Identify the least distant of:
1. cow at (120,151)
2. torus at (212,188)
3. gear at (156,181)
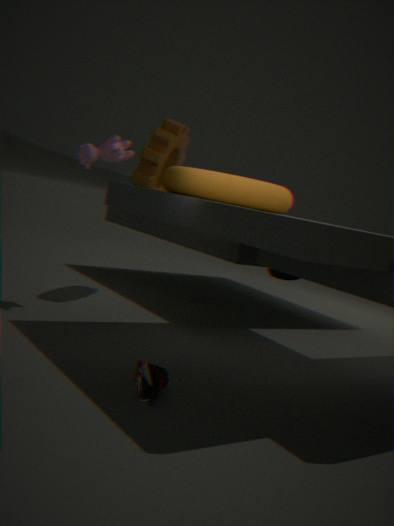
torus at (212,188)
